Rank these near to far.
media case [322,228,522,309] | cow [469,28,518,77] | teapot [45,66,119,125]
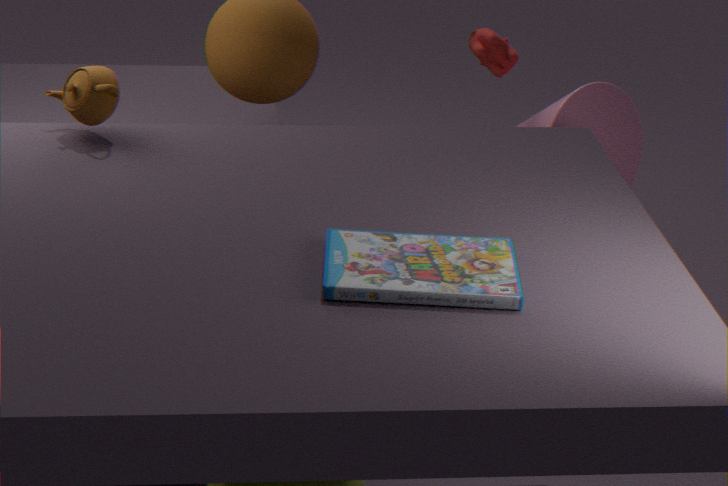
media case [322,228,522,309]
teapot [45,66,119,125]
cow [469,28,518,77]
